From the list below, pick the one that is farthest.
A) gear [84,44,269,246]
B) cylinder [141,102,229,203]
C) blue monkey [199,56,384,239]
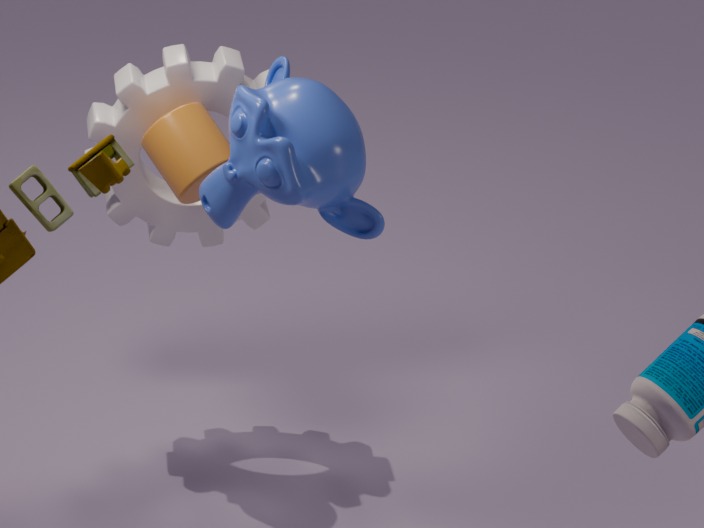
gear [84,44,269,246]
